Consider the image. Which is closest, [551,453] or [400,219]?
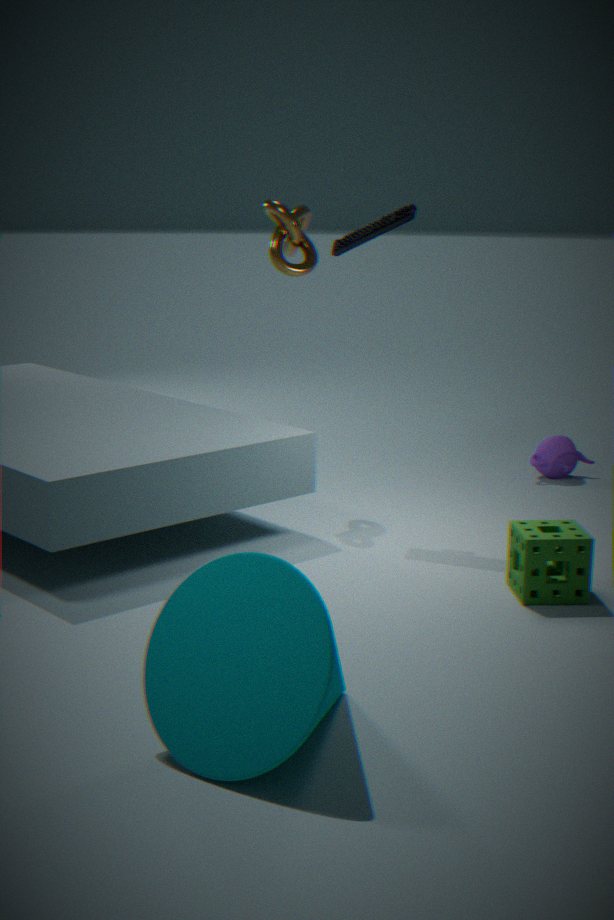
[400,219]
